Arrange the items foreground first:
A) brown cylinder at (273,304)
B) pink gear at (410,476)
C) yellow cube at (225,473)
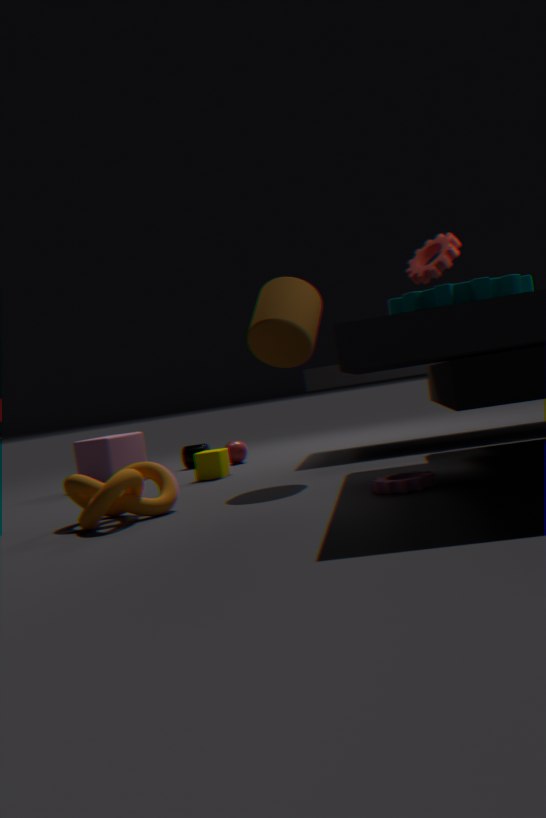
pink gear at (410,476), brown cylinder at (273,304), yellow cube at (225,473)
